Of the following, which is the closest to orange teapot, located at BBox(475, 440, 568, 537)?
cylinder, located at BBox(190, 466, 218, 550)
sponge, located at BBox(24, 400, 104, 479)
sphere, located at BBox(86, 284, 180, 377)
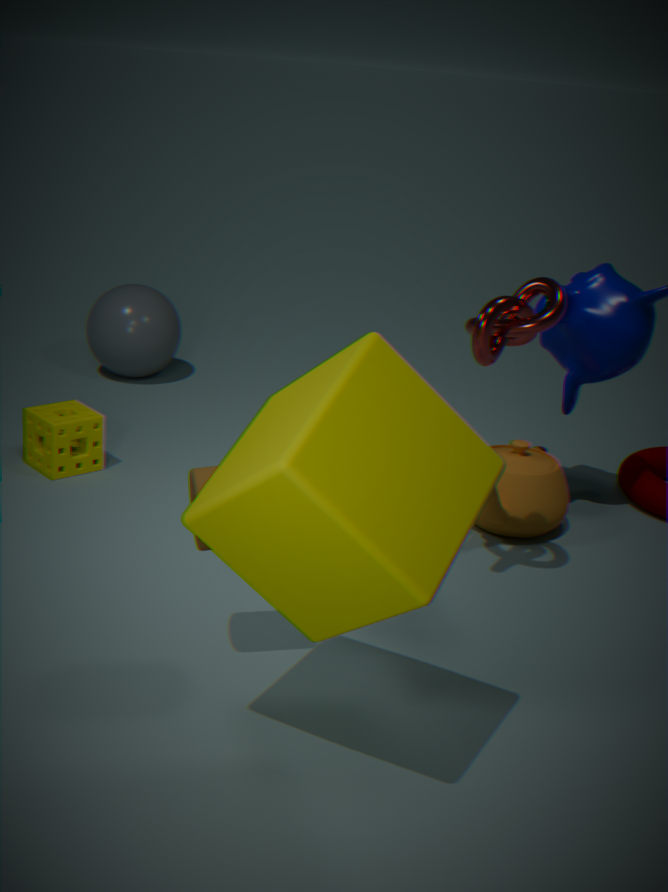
cylinder, located at BBox(190, 466, 218, 550)
